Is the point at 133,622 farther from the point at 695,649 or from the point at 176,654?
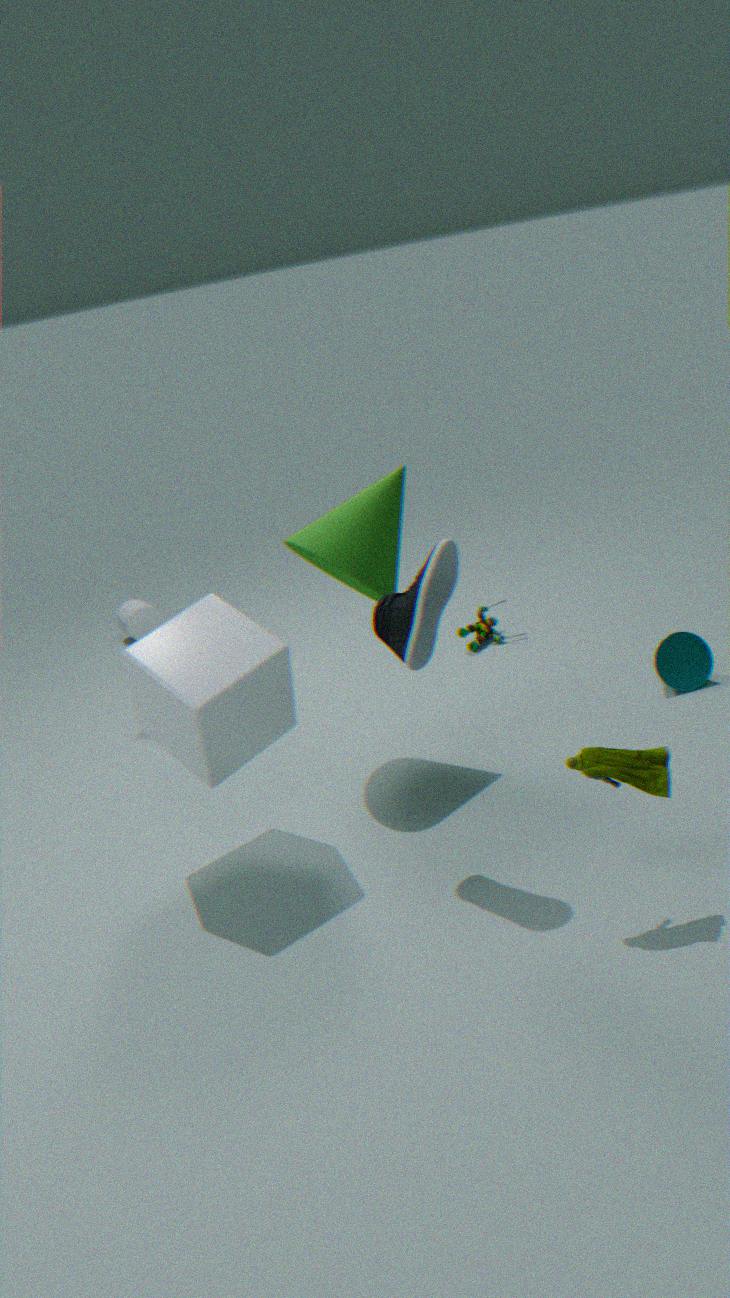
the point at 695,649
